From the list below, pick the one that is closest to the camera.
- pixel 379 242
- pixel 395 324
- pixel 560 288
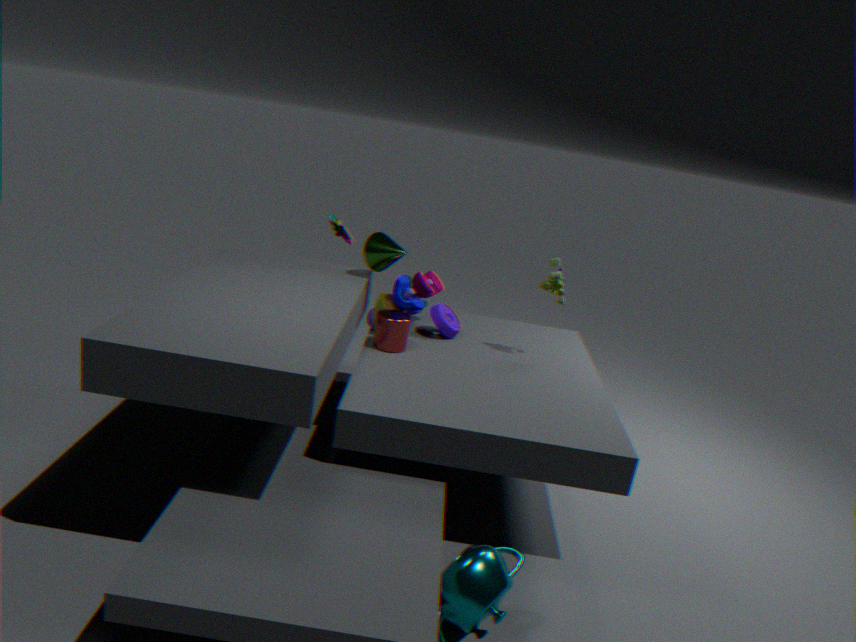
pixel 395 324
